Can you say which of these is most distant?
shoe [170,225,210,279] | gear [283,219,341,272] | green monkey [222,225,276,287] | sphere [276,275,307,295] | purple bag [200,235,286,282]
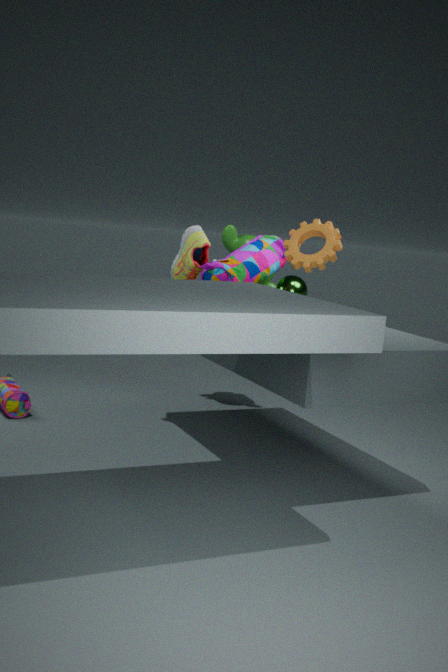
green monkey [222,225,276,287]
